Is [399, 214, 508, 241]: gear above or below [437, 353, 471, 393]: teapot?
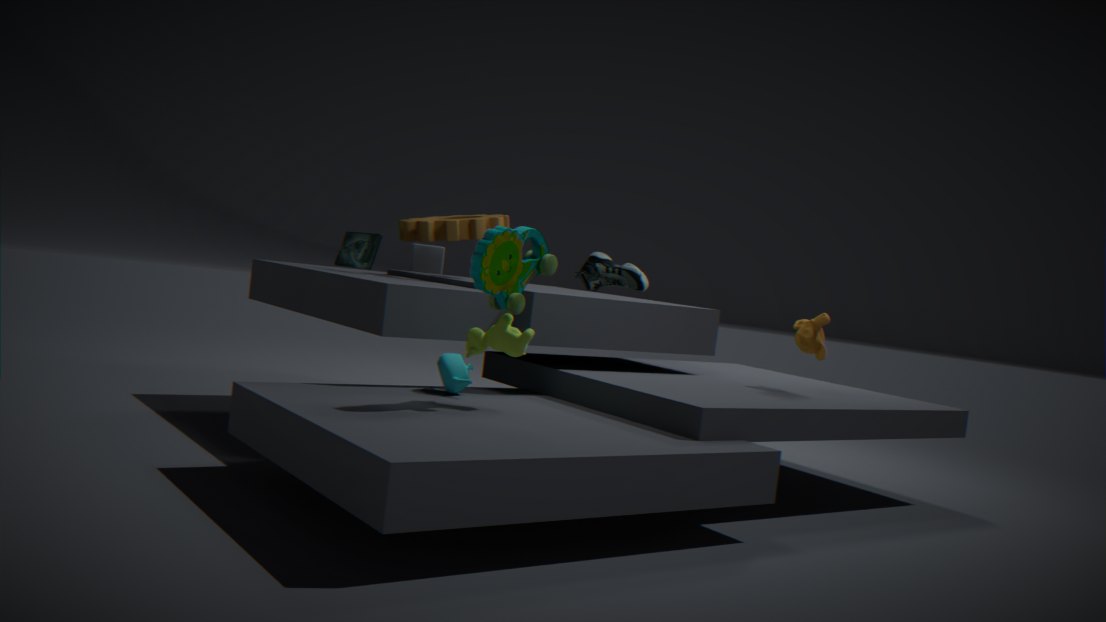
above
